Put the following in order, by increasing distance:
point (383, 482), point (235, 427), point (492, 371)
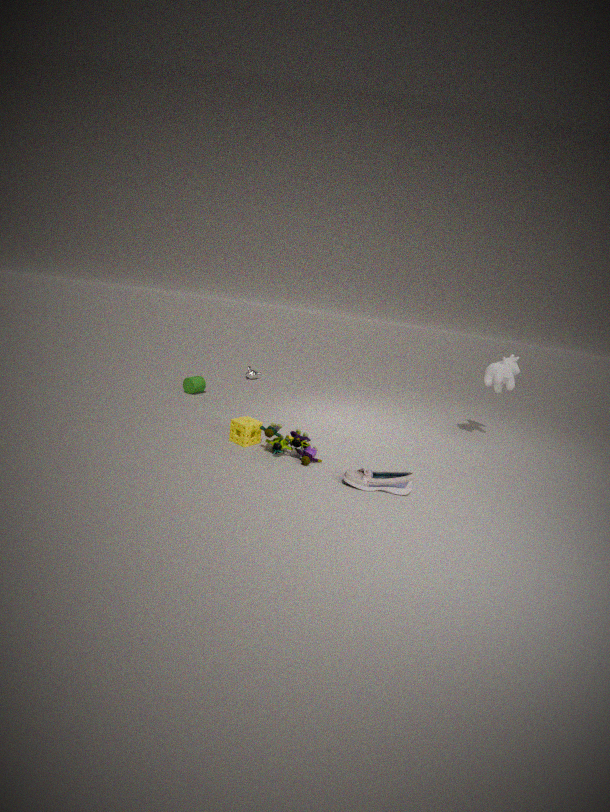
1. point (383, 482)
2. point (235, 427)
3. point (492, 371)
